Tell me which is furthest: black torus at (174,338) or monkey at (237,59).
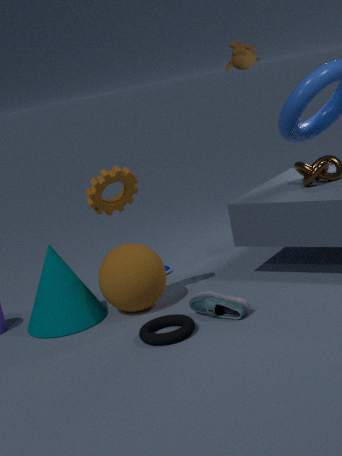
monkey at (237,59)
